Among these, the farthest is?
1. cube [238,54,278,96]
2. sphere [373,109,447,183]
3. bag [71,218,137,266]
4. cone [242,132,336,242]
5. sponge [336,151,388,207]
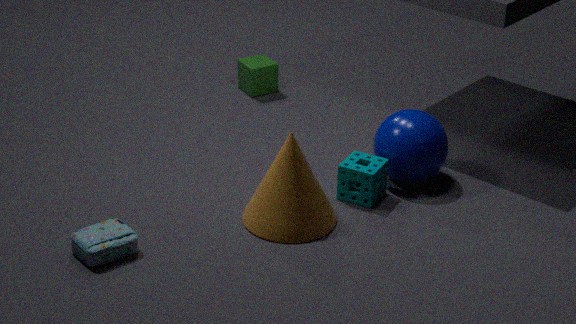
cube [238,54,278,96]
